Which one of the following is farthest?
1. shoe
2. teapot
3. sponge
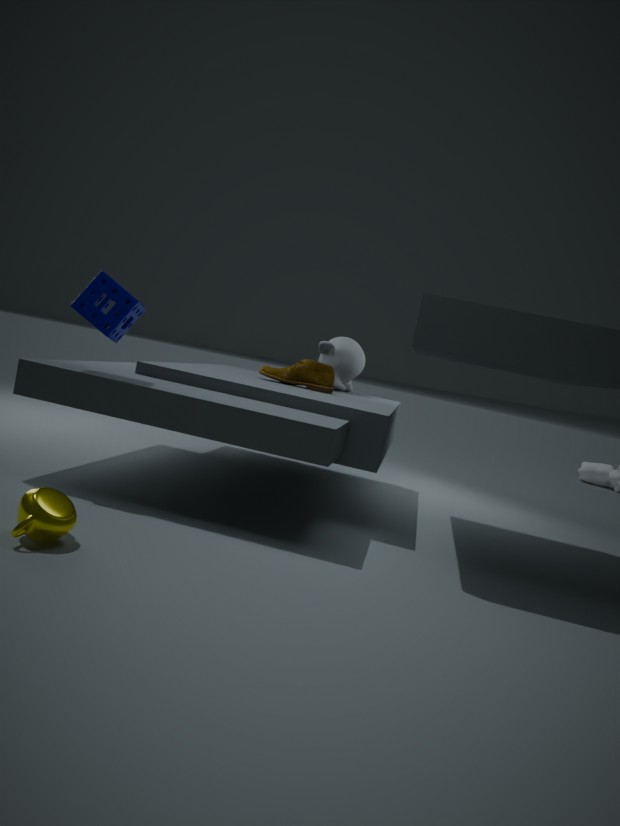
shoe
